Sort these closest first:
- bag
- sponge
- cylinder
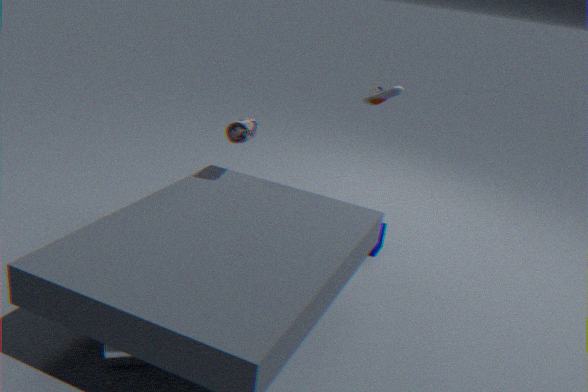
cylinder
bag
sponge
